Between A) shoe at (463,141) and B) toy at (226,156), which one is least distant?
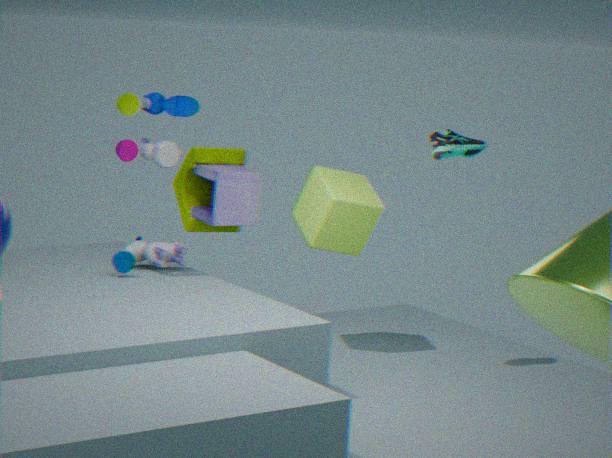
A. shoe at (463,141)
